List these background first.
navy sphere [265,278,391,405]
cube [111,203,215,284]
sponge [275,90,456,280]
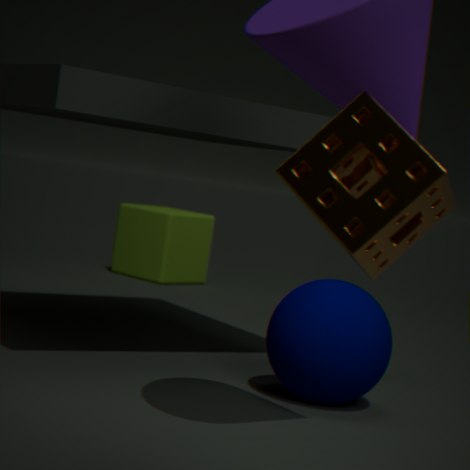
cube [111,203,215,284] < navy sphere [265,278,391,405] < sponge [275,90,456,280]
